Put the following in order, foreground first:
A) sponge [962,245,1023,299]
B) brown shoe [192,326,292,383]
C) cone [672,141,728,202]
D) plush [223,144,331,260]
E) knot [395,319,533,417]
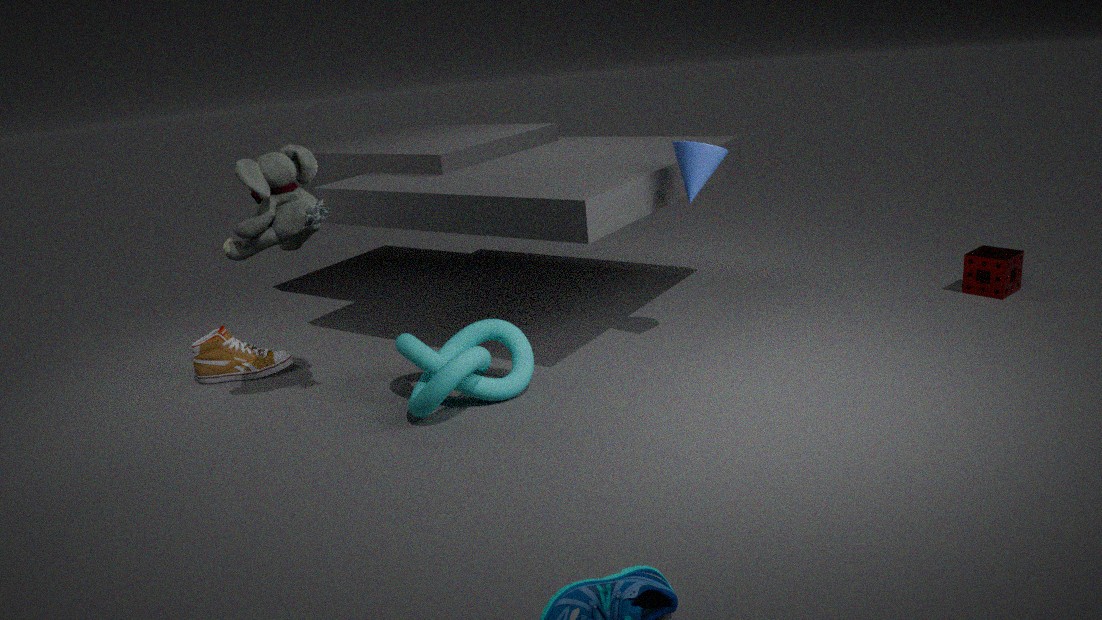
plush [223,144,331,260] < knot [395,319,533,417] < cone [672,141,728,202] < brown shoe [192,326,292,383] < sponge [962,245,1023,299]
